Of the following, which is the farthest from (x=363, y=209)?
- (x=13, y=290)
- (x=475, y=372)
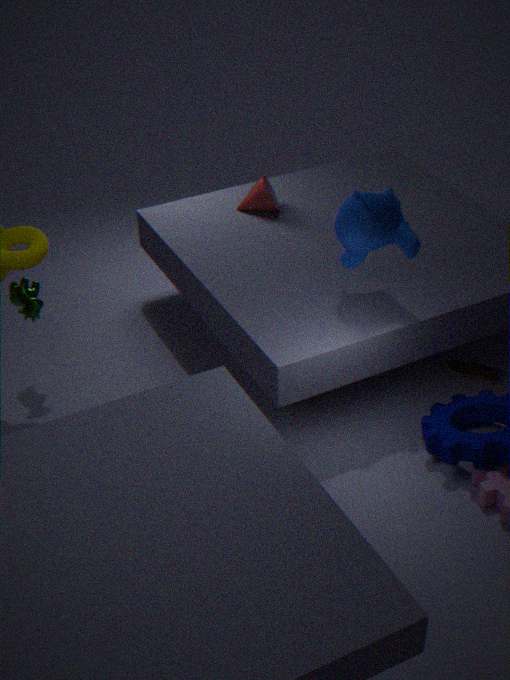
(x=13, y=290)
